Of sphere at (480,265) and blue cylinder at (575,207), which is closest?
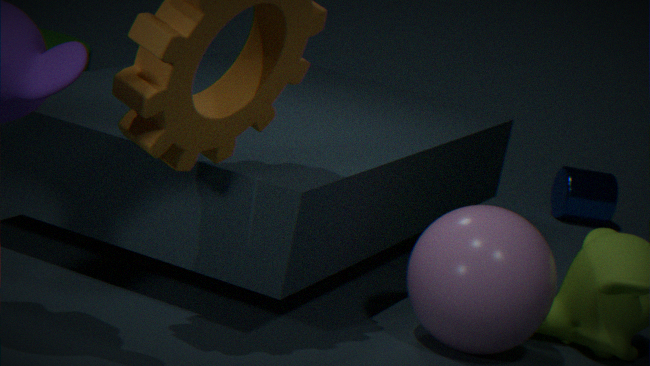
sphere at (480,265)
